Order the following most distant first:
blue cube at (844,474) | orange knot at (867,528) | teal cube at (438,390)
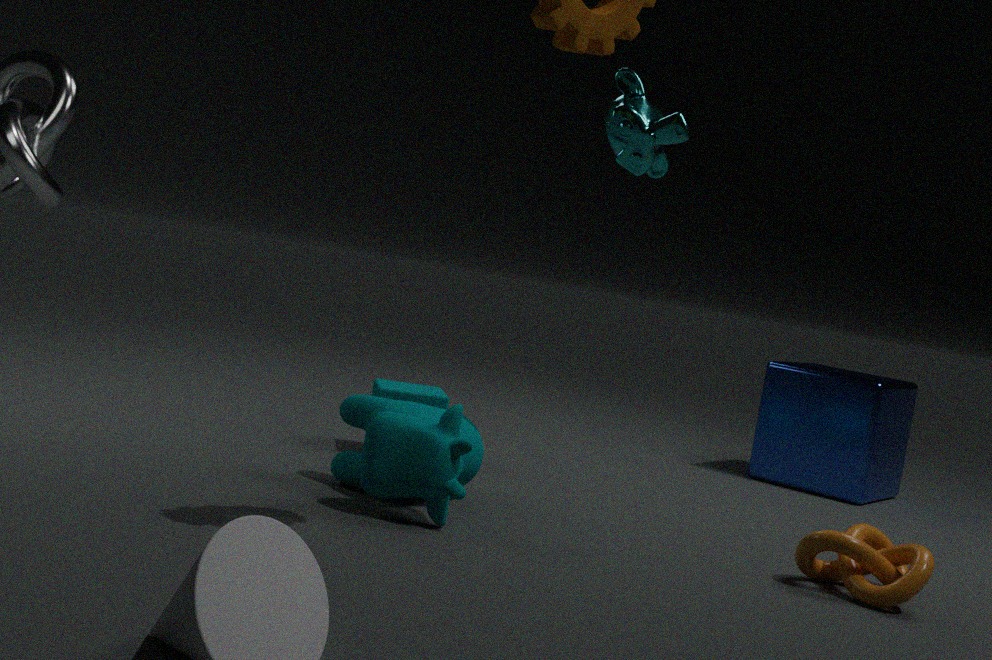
blue cube at (844,474), teal cube at (438,390), orange knot at (867,528)
